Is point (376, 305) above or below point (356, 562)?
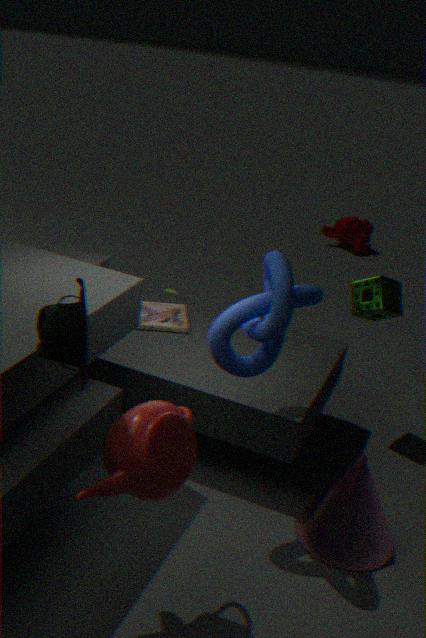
Answer: above
